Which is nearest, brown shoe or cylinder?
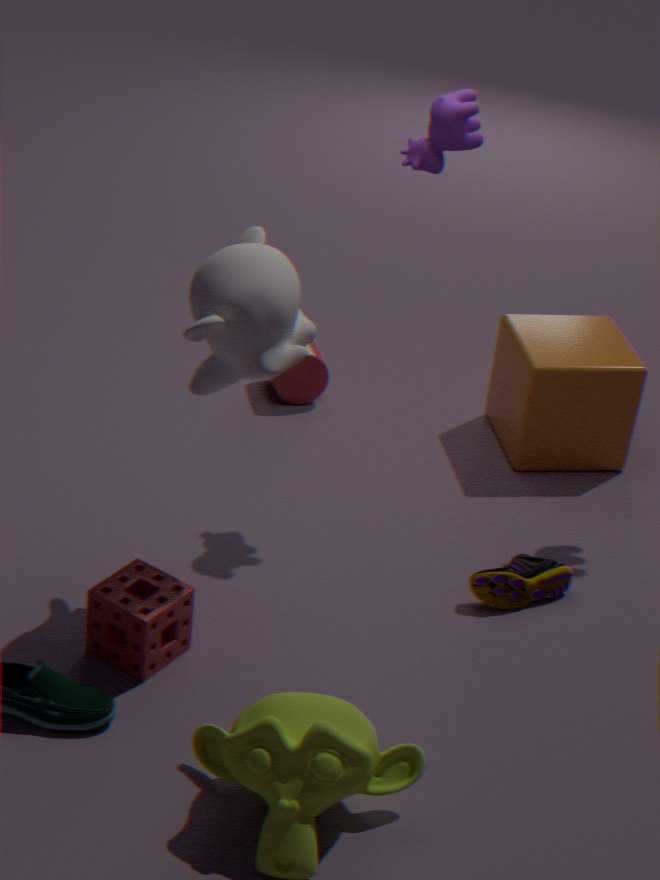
brown shoe
